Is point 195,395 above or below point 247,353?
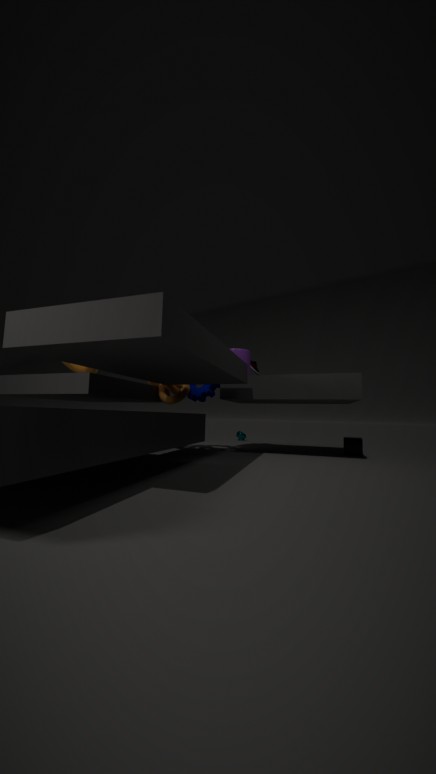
below
